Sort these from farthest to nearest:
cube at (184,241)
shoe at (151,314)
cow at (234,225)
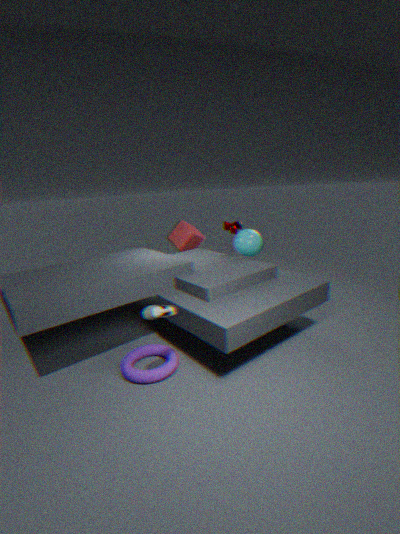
1. cube at (184,241)
2. cow at (234,225)
3. shoe at (151,314)
